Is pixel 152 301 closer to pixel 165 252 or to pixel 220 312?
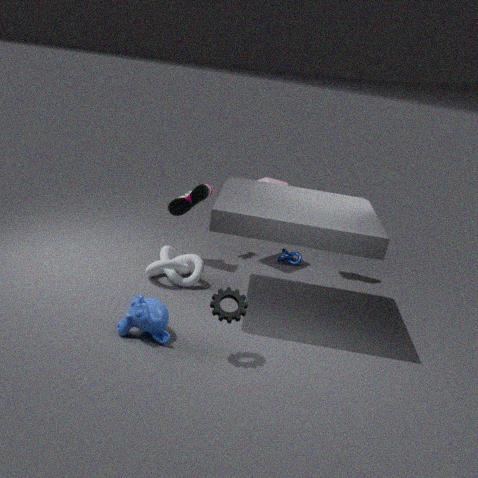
pixel 220 312
